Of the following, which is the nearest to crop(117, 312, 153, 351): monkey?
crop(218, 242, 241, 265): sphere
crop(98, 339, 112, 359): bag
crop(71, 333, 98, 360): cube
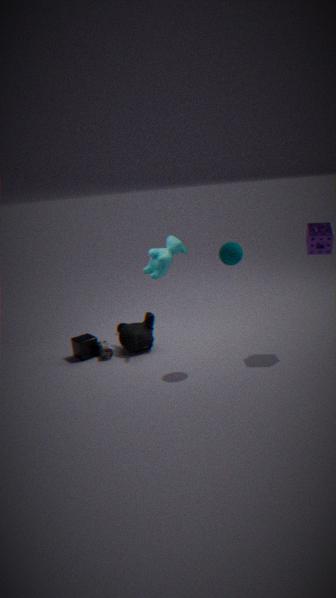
crop(98, 339, 112, 359): bag
